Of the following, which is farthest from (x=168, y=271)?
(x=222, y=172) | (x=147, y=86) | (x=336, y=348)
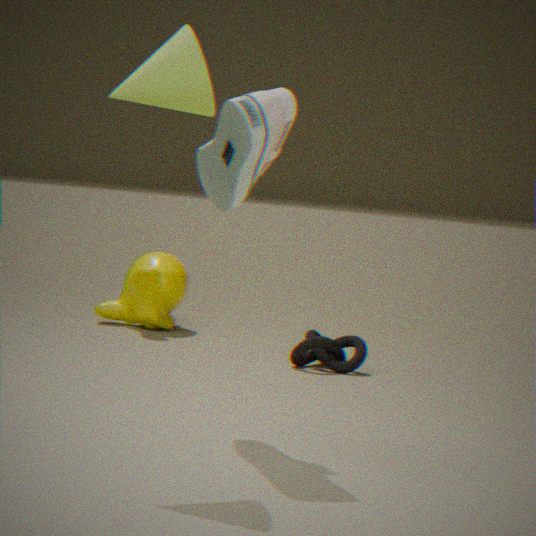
(x=147, y=86)
